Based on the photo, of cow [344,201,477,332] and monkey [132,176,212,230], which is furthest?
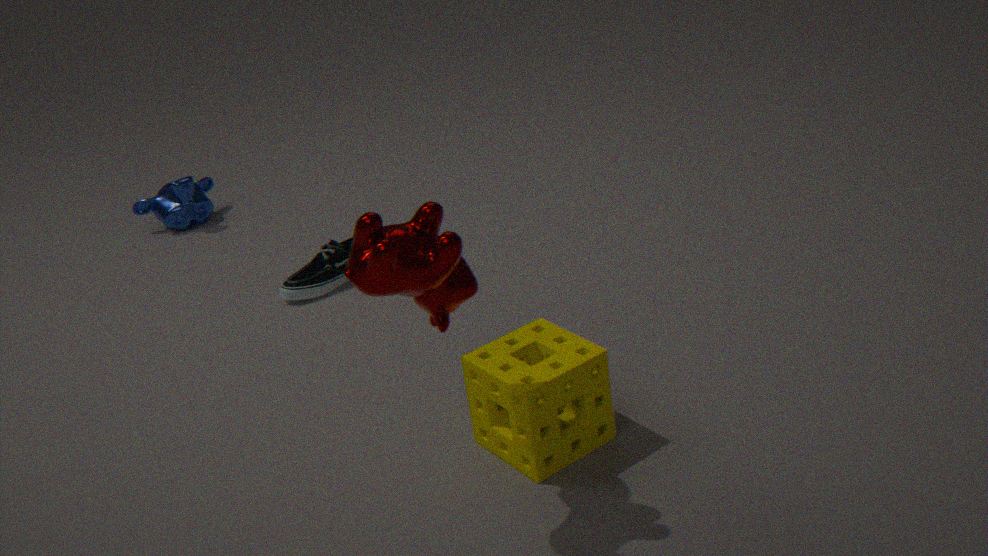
monkey [132,176,212,230]
